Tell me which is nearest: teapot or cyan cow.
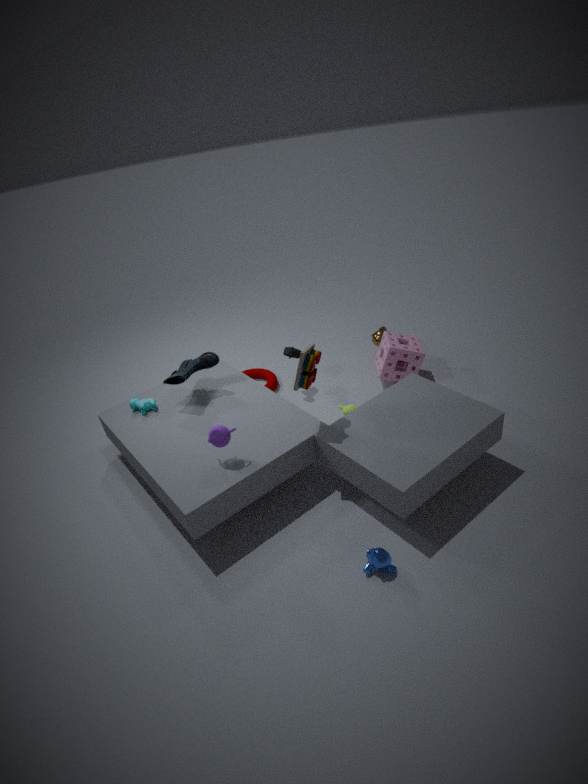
teapot
